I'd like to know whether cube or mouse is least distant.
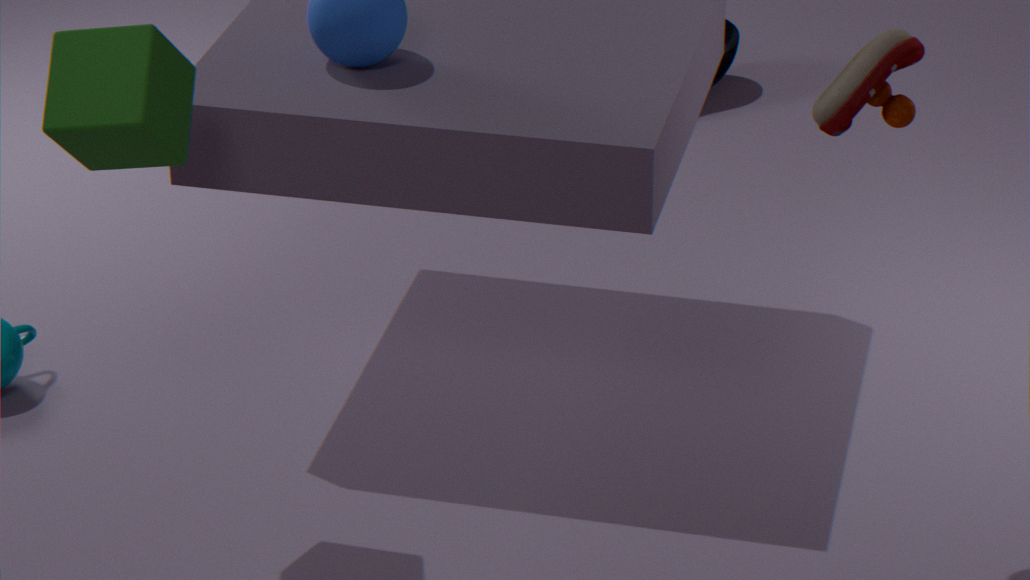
cube
